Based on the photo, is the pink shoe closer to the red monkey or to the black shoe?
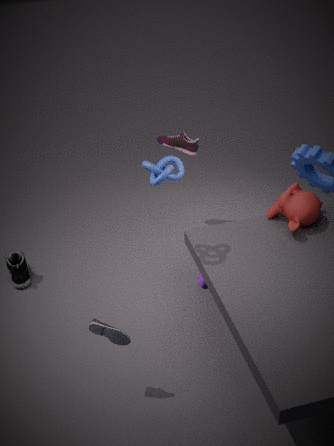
the red monkey
